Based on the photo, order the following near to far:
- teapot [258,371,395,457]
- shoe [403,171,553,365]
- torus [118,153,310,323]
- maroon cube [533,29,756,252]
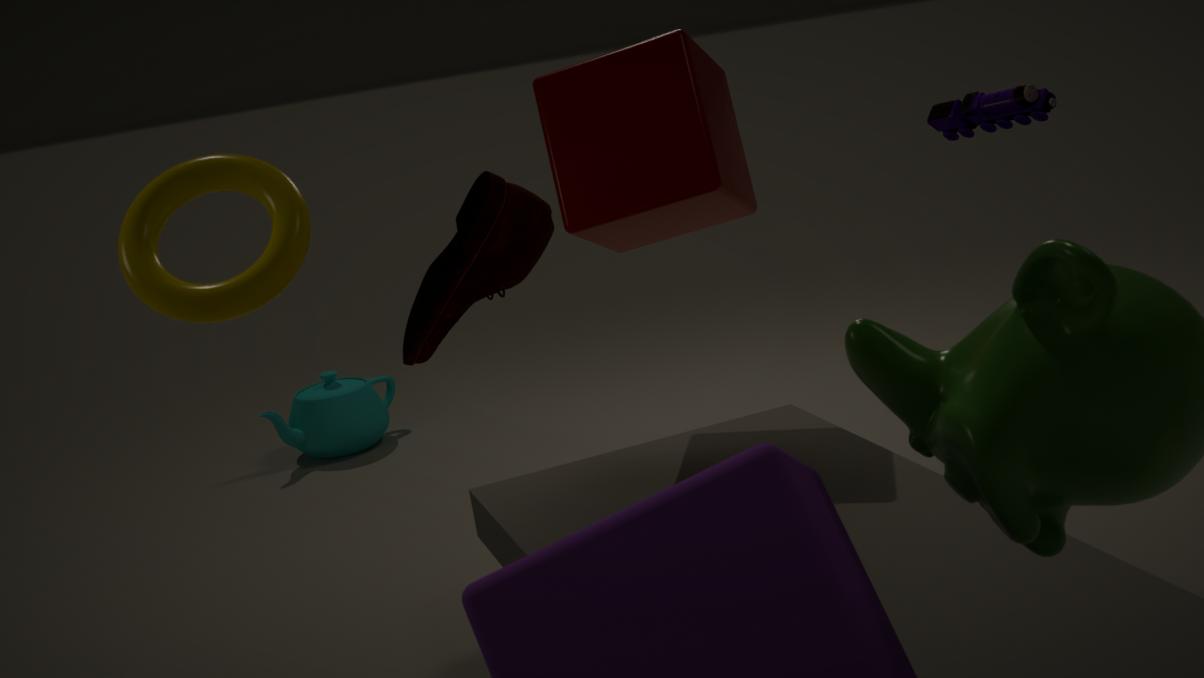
torus [118,153,310,323], shoe [403,171,553,365], maroon cube [533,29,756,252], teapot [258,371,395,457]
